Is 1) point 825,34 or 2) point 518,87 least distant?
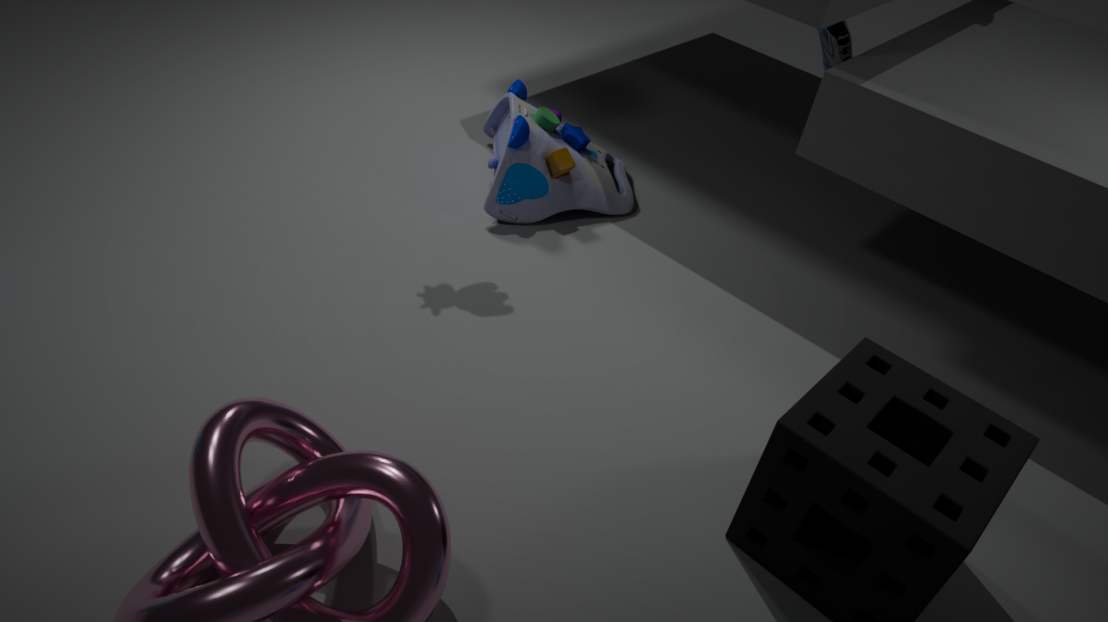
2. point 518,87
